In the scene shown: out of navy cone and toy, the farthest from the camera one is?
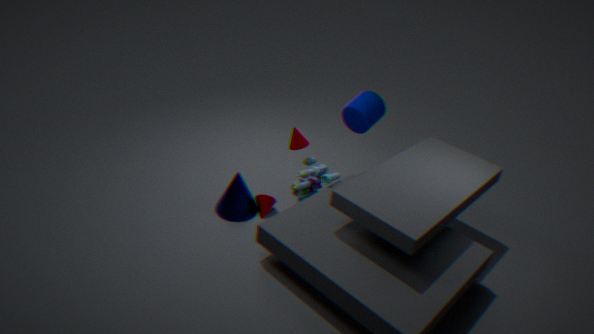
toy
